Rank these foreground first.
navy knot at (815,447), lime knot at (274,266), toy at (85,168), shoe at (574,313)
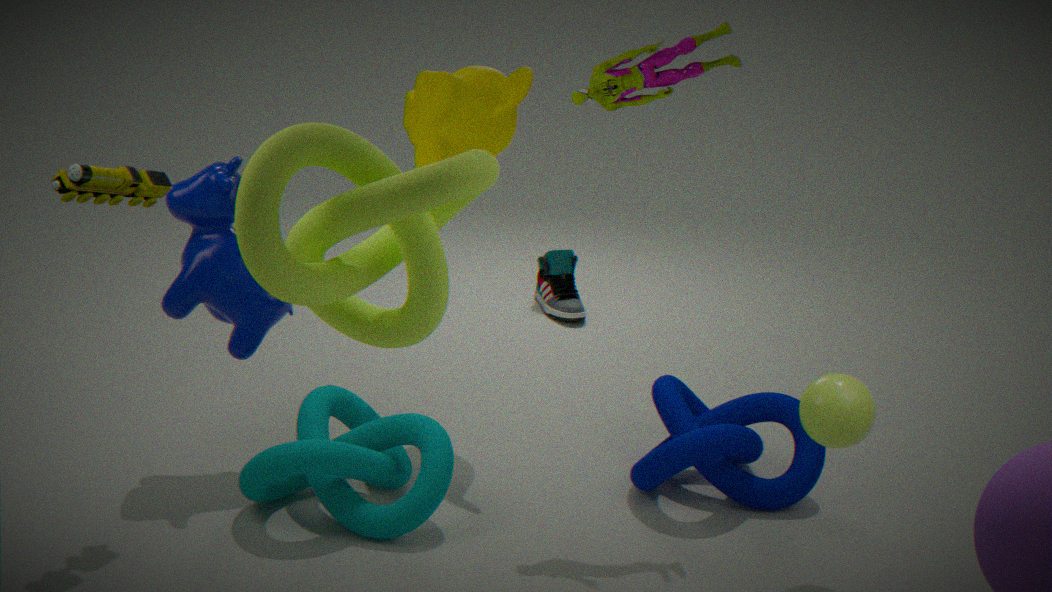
1. lime knot at (274,266)
2. toy at (85,168)
3. navy knot at (815,447)
4. shoe at (574,313)
